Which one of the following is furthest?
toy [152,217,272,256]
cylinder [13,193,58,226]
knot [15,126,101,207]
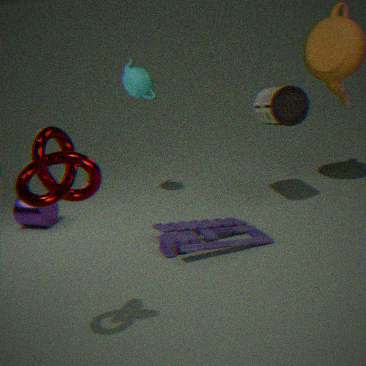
cylinder [13,193,58,226]
